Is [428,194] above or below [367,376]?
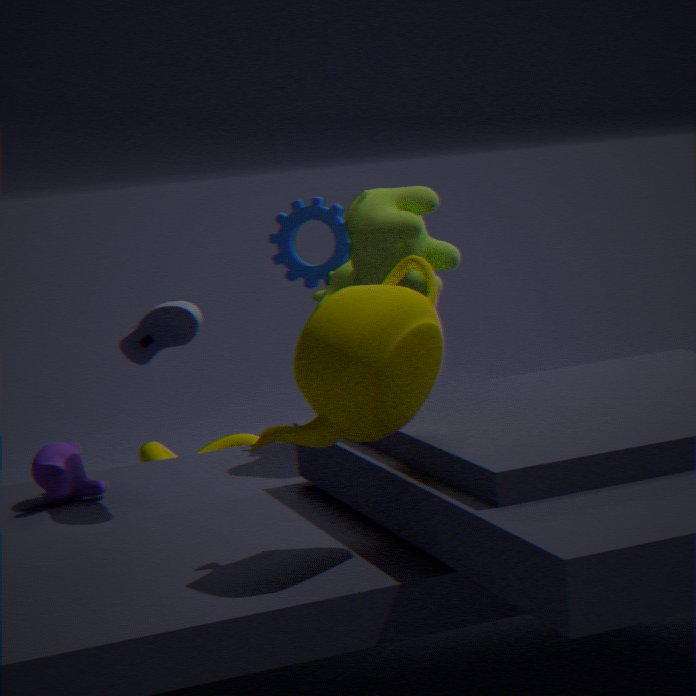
above
